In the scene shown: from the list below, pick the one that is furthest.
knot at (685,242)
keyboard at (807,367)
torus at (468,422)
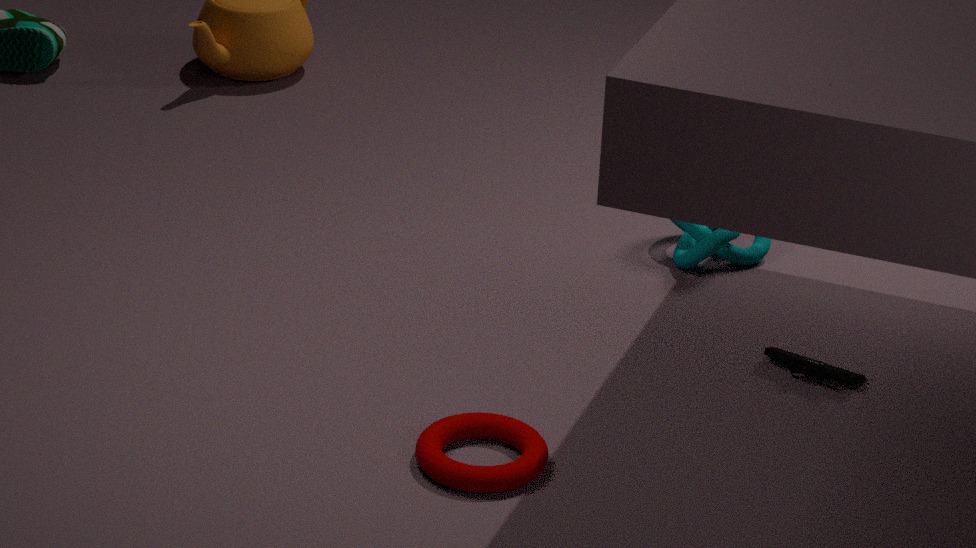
knot at (685,242)
